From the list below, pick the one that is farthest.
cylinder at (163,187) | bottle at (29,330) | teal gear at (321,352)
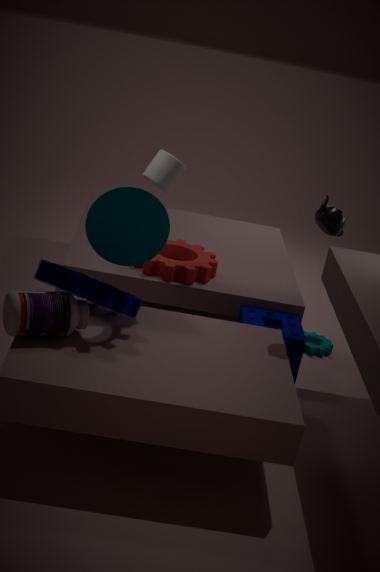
teal gear at (321,352)
